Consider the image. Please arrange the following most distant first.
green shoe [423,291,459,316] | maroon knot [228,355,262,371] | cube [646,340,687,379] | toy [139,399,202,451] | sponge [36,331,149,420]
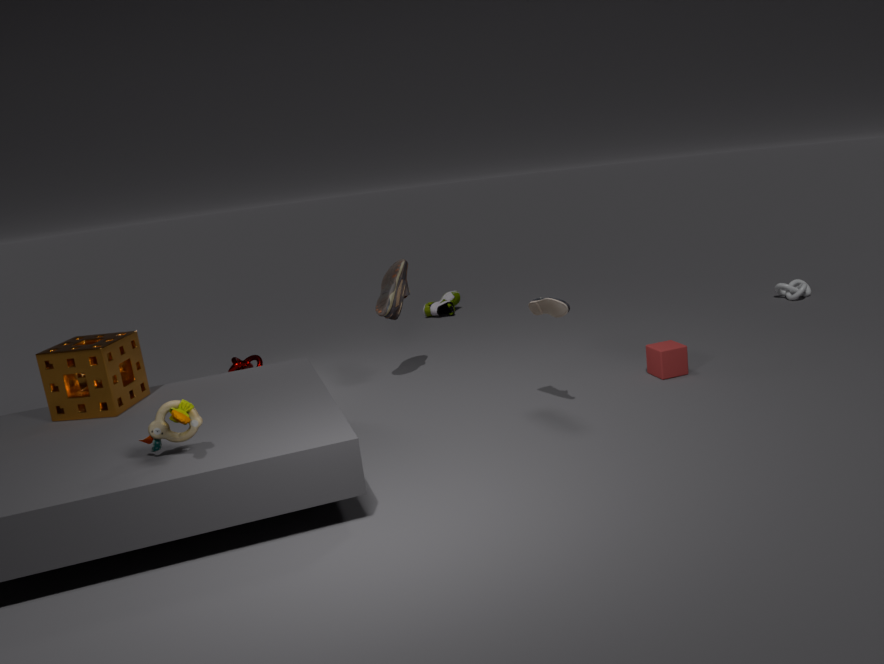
1. green shoe [423,291,459,316]
2. maroon knot [228,355,262,371]
3. cube [646,340,687,379]
4. sponge [36,331,149,420]
5. toy [139,399,202,451]
